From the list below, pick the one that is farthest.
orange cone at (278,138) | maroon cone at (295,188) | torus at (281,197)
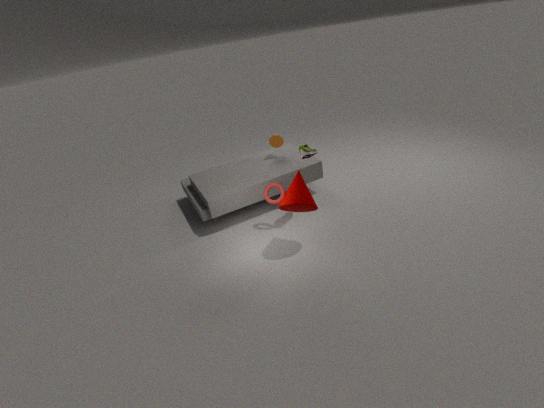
orange cone at (278,138)
